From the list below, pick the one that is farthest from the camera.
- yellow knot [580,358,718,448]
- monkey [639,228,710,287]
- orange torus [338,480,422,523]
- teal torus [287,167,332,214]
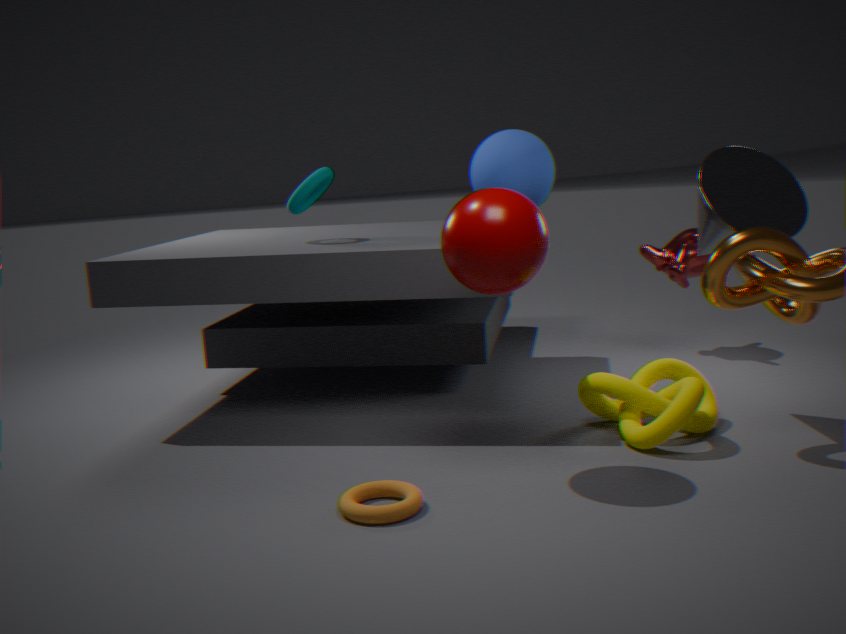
monkey [639,228,710,287]
